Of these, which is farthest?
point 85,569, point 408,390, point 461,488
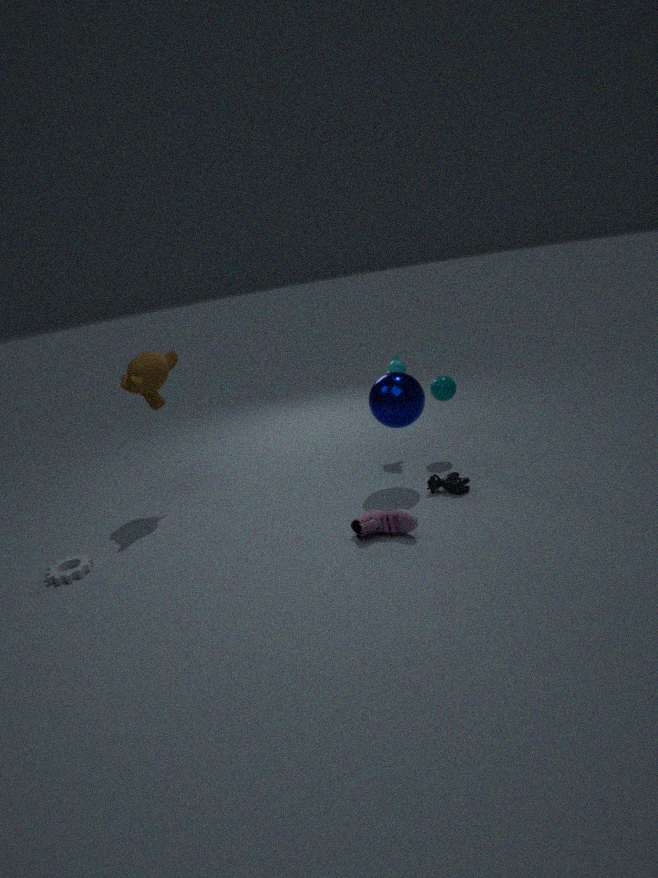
point 461,488
